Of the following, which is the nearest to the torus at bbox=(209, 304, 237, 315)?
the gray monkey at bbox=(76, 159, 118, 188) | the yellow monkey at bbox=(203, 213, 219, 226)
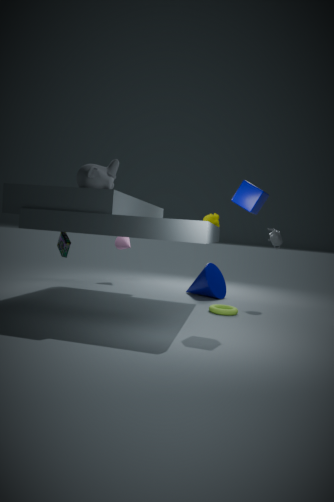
the yellow monkey at bbox=(203, 213, 219, 226)
